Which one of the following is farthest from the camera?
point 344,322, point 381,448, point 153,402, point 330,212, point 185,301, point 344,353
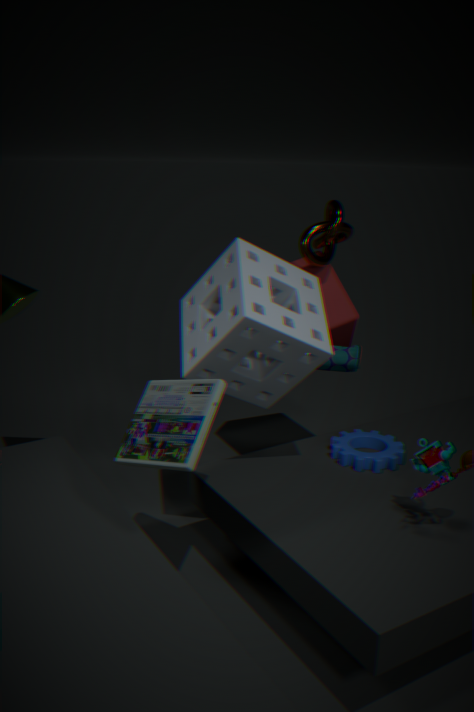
point 344,322
